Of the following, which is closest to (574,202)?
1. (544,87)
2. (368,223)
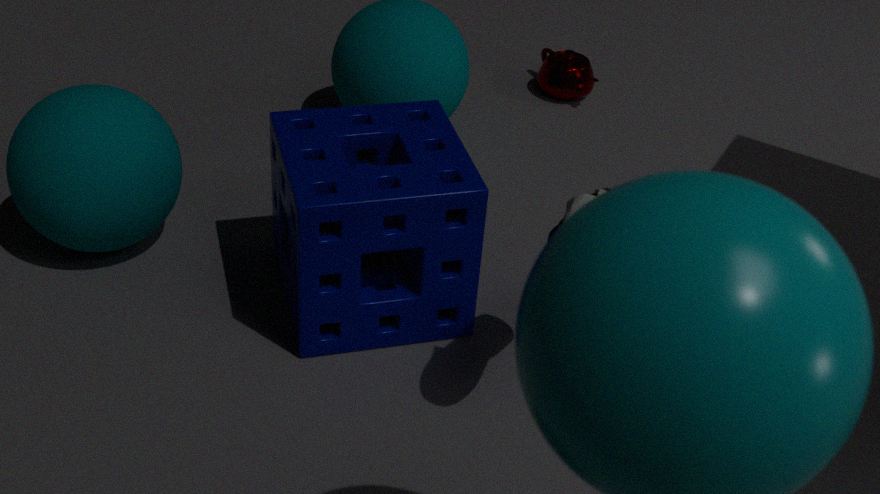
(368,223)
